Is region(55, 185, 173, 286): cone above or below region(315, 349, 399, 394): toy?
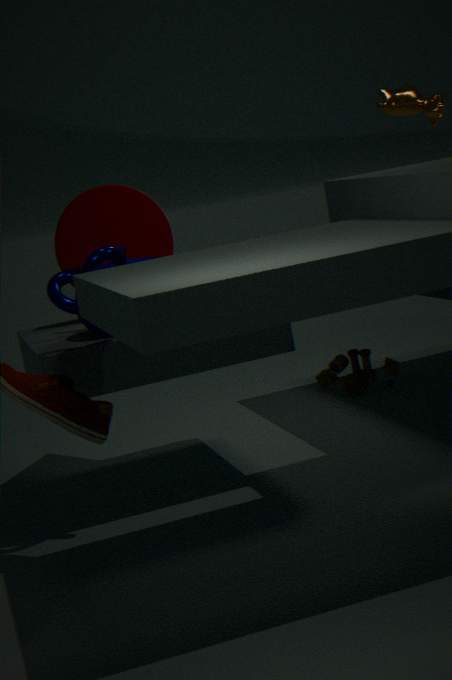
above
